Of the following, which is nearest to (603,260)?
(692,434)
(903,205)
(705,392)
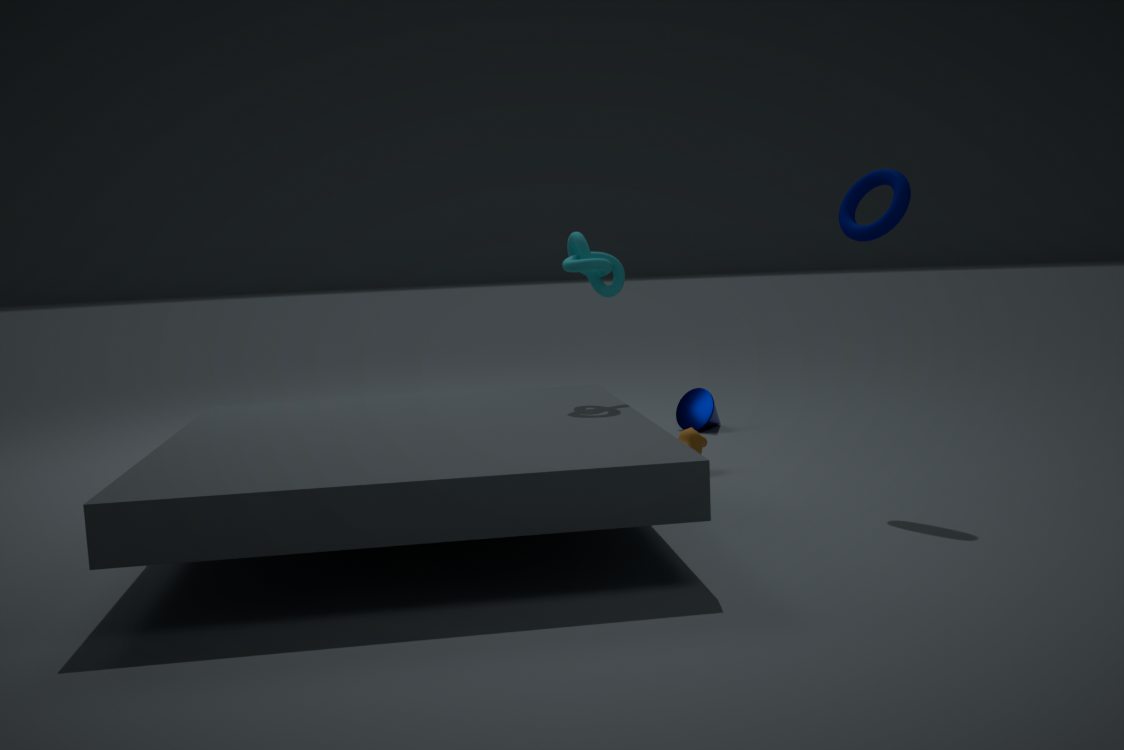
(692,434)
